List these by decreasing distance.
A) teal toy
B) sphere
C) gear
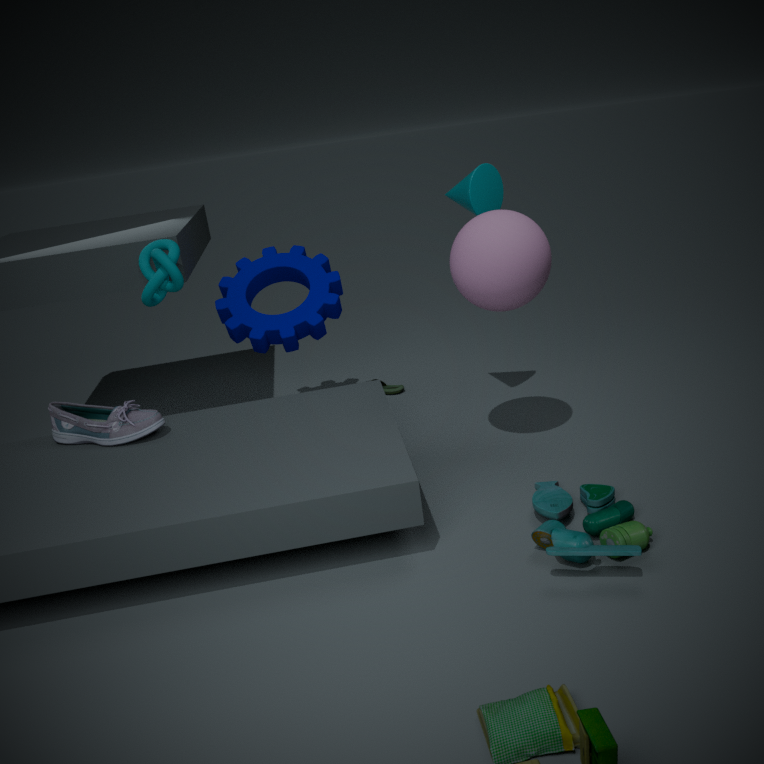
gear
sphere
teal toy
